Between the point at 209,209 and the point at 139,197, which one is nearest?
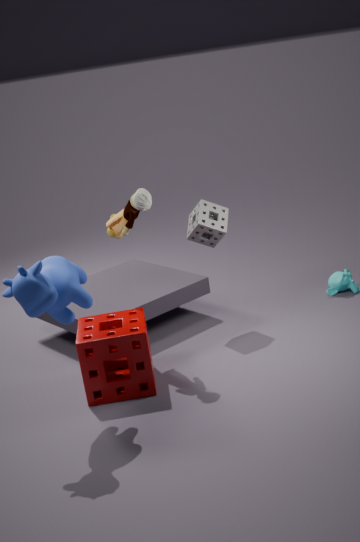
the point at 139,197
